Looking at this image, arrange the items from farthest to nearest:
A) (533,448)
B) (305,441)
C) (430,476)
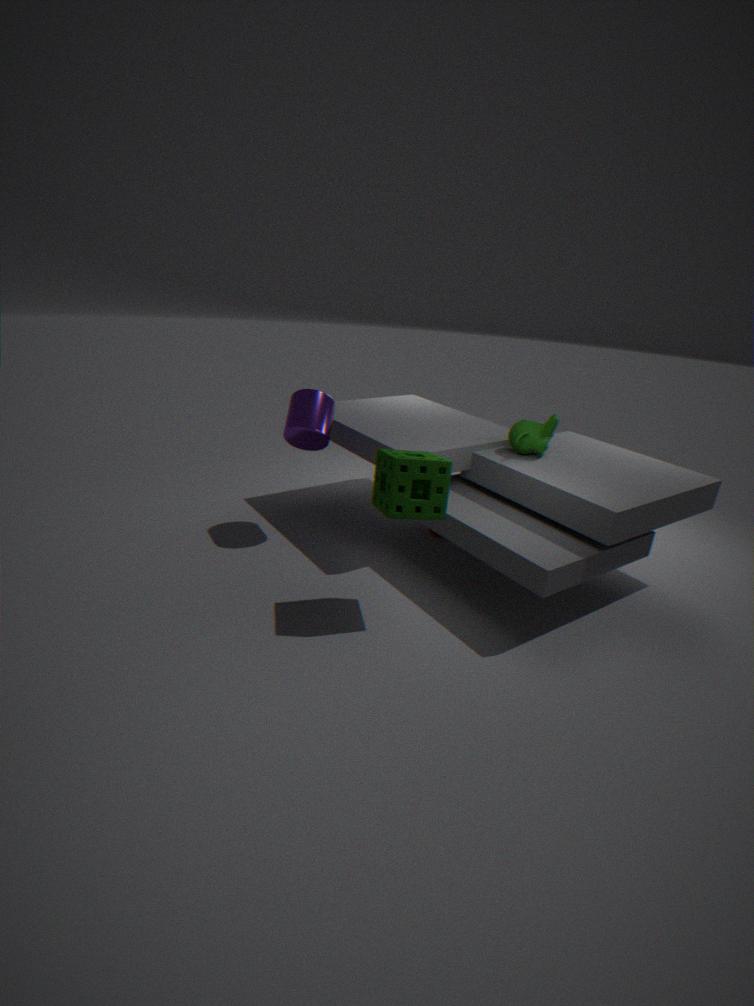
1. (305,441)
2. (533,448)
3. (430,476)
